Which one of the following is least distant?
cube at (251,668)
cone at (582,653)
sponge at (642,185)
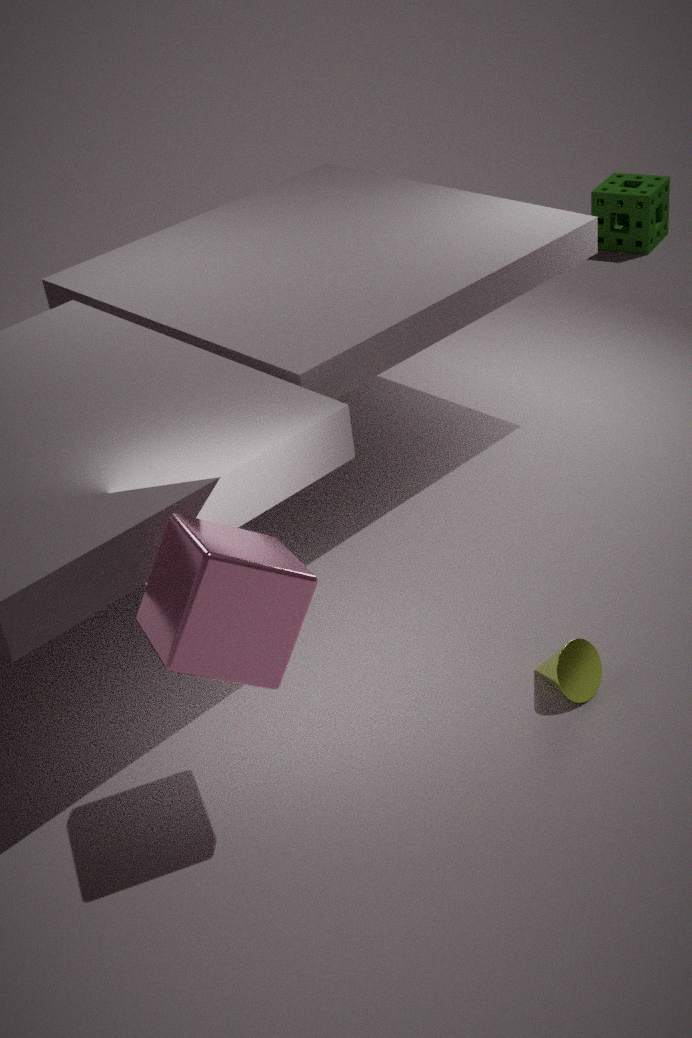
cube at (251,668)
